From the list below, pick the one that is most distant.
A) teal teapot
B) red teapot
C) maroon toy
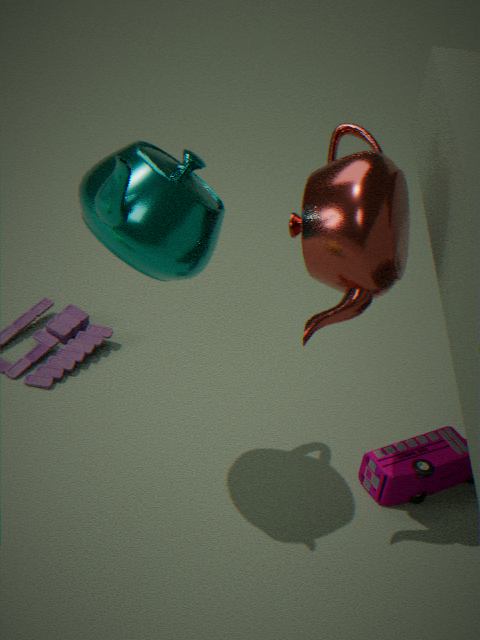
maroon toy
